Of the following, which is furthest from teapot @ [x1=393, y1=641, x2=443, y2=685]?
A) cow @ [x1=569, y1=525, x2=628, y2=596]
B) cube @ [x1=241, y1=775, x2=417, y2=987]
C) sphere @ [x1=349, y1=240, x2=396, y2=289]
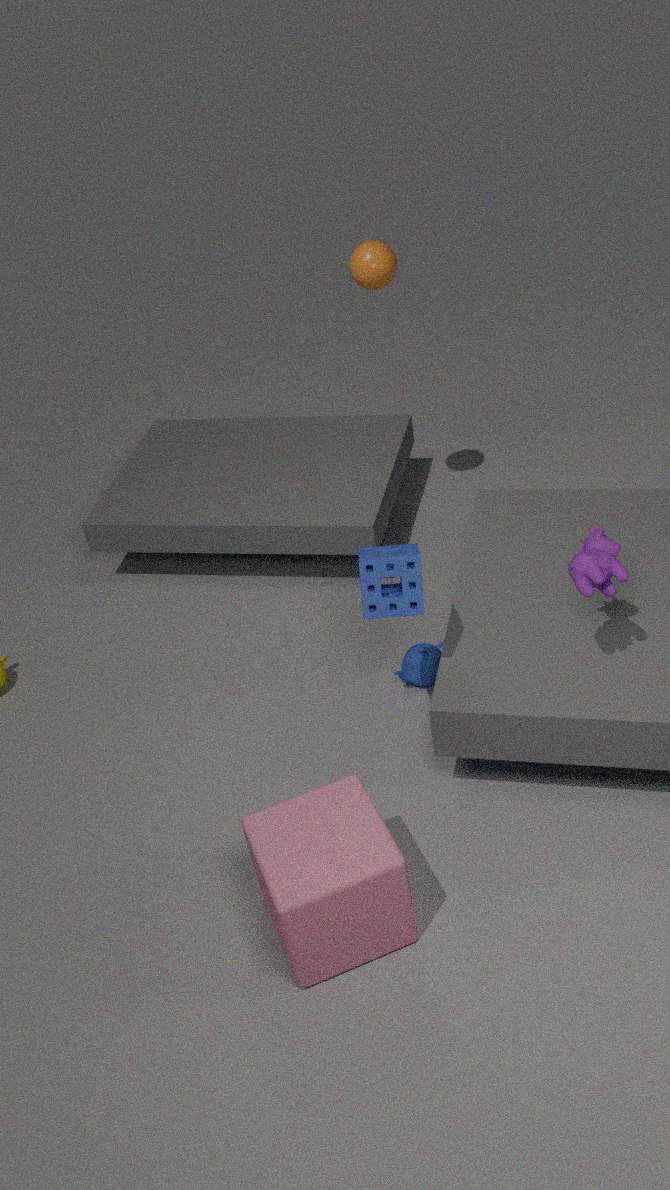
sphere @ [x1=349, y1=240, x2=396, y2=289]
